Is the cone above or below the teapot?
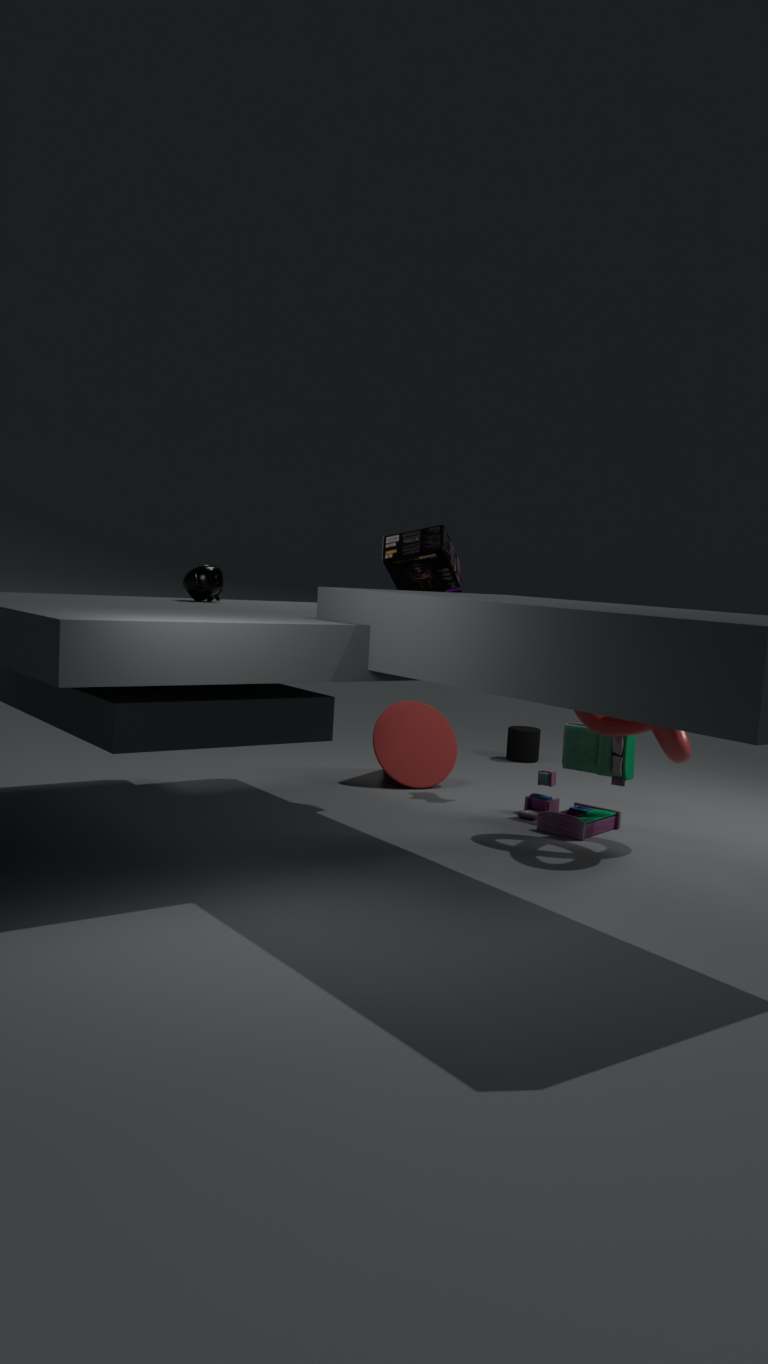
below
